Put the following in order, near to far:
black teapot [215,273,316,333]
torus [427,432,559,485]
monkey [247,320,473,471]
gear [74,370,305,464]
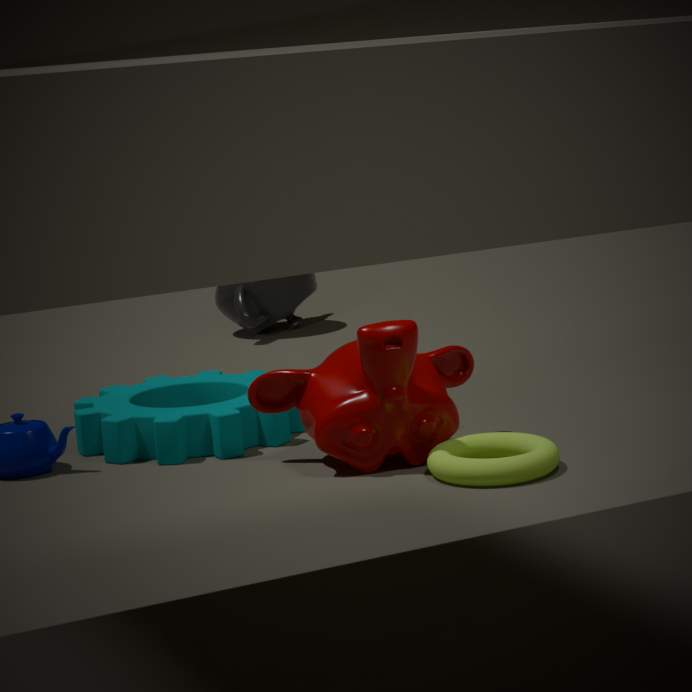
torus [427,432,559,485], monkey [247,320,473,471], gear [74,370,305,464], black teapot [215,273,316,333]
